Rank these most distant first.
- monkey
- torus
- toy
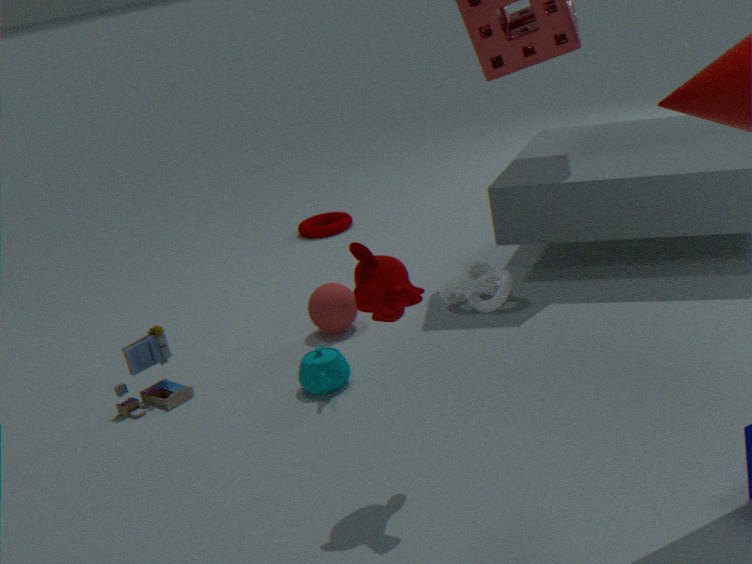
torus → toy → monkey
